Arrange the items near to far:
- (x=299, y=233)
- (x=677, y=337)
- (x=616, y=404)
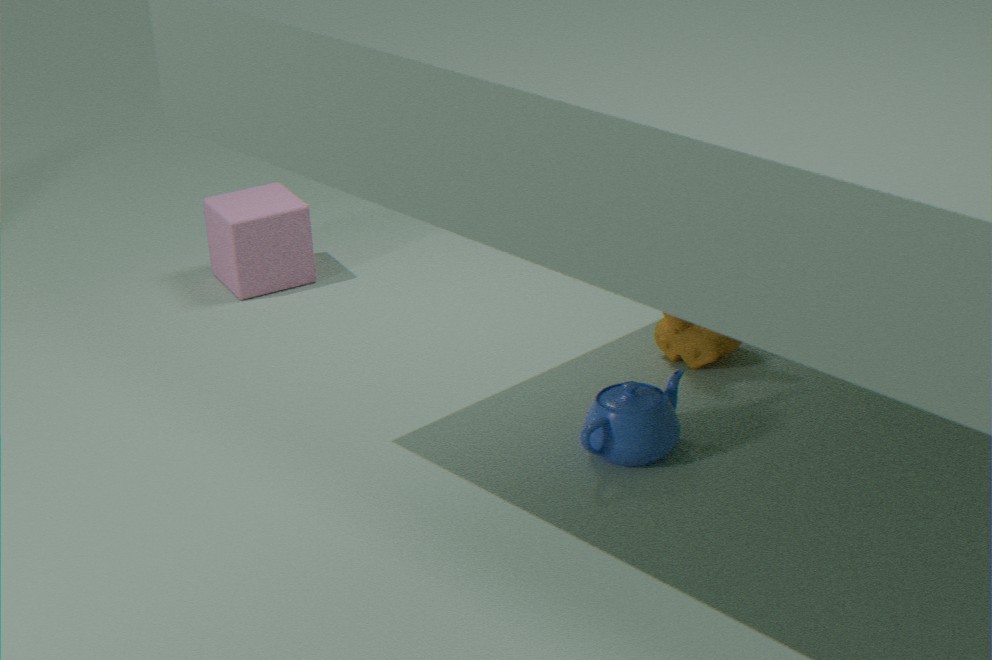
(x=616, y=404) → (x=677, y=337) → (x=299, y=233)
